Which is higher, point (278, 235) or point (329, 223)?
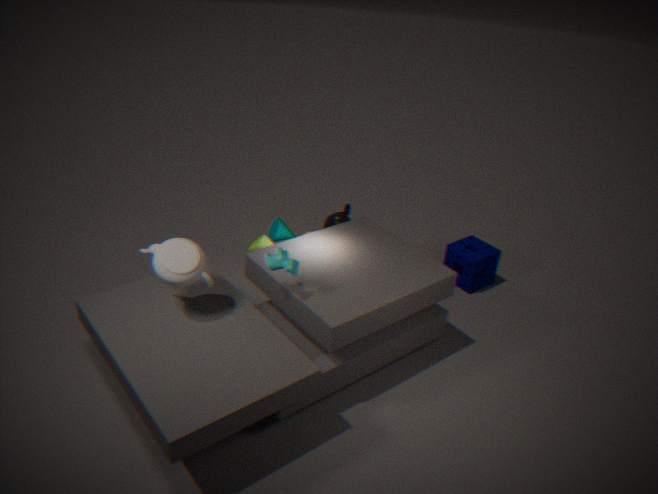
point (278, 235)
